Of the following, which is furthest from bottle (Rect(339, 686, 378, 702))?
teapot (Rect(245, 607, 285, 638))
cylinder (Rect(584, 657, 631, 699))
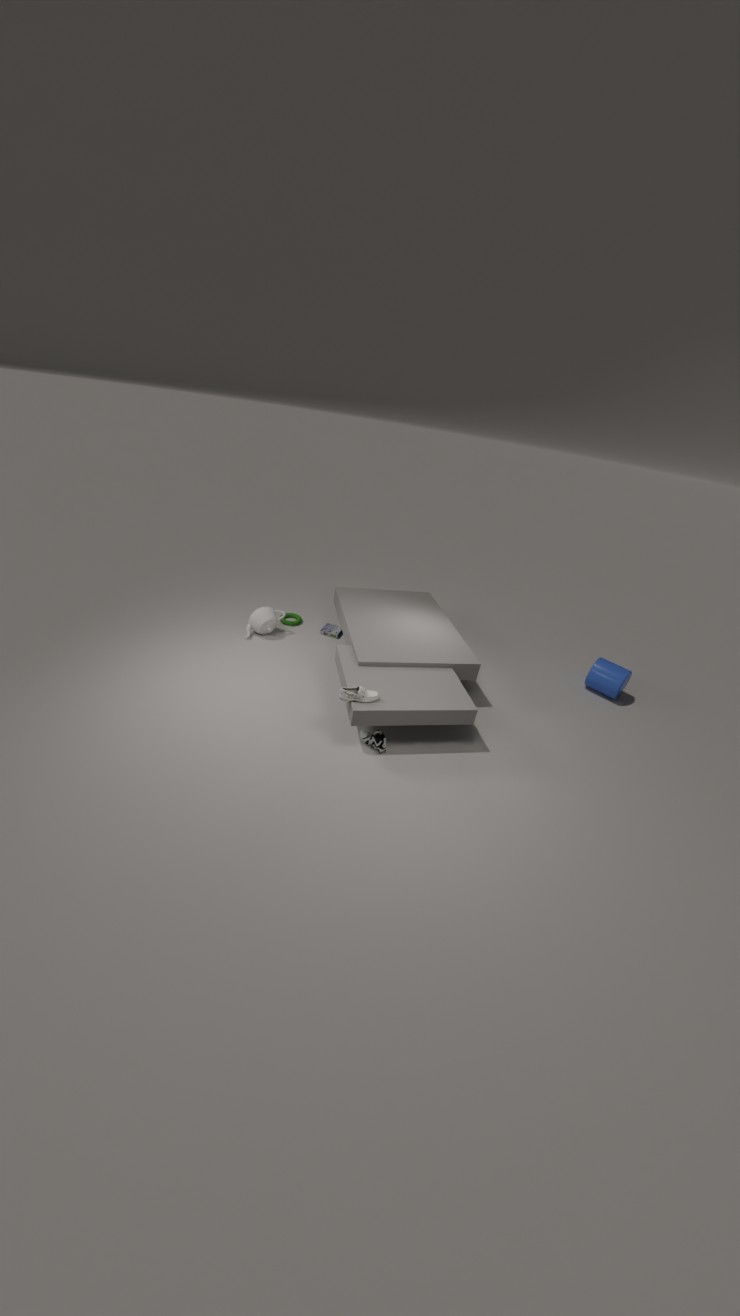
cylinder (Rect(584, 657, 631, 699))
